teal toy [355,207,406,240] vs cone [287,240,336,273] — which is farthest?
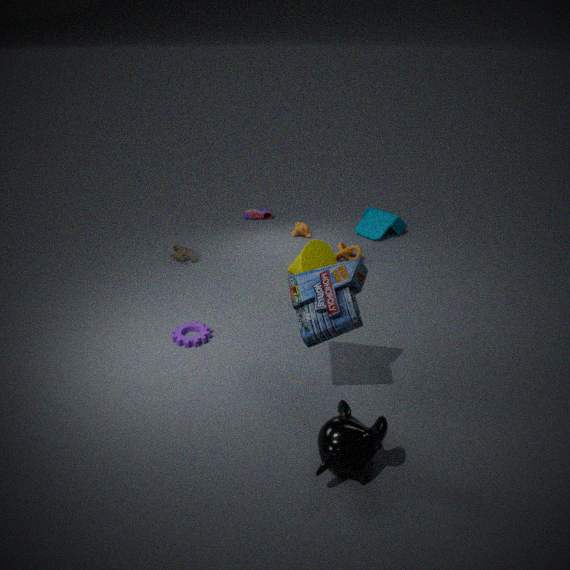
teal toy [355,207,406,240]
